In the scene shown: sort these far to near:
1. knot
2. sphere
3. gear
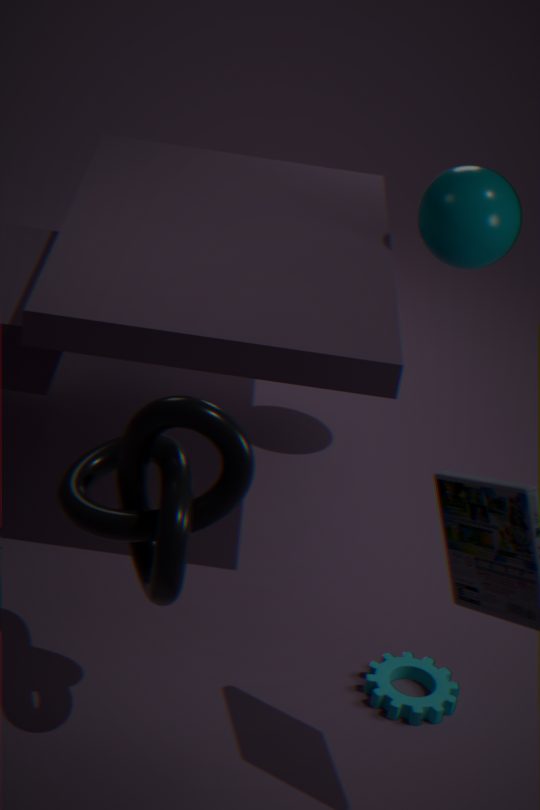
sphere < gear < knot
